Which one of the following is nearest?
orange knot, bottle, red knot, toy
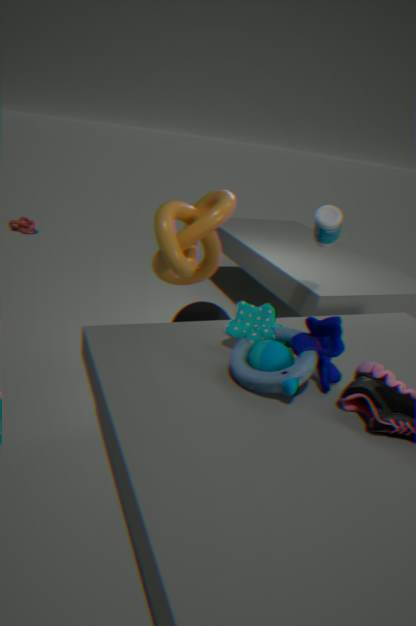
toy
